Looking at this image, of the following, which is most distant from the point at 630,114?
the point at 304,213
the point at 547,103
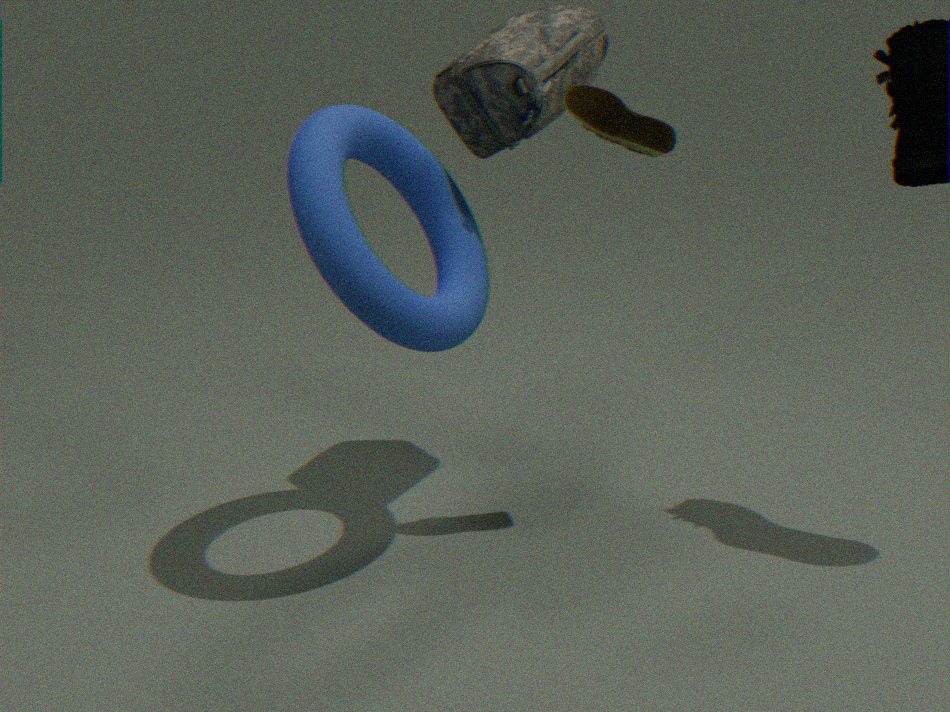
the point at 304,213
